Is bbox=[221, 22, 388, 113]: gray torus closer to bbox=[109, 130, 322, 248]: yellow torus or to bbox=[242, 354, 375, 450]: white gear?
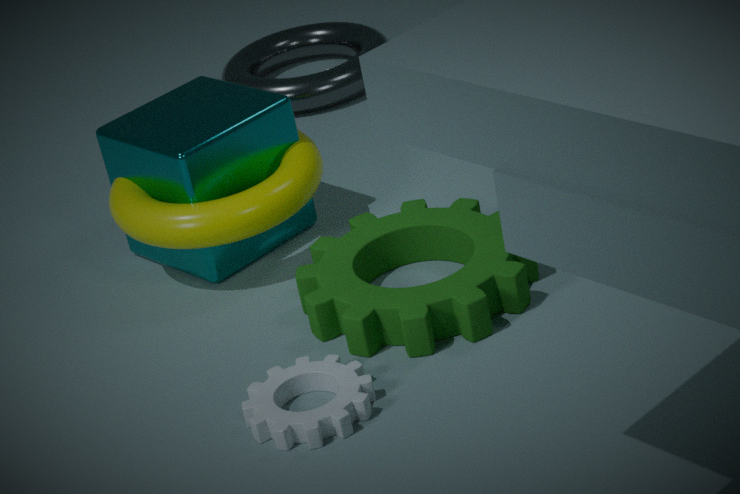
bbox=[109, 130, 322, 248]: yellow torus
